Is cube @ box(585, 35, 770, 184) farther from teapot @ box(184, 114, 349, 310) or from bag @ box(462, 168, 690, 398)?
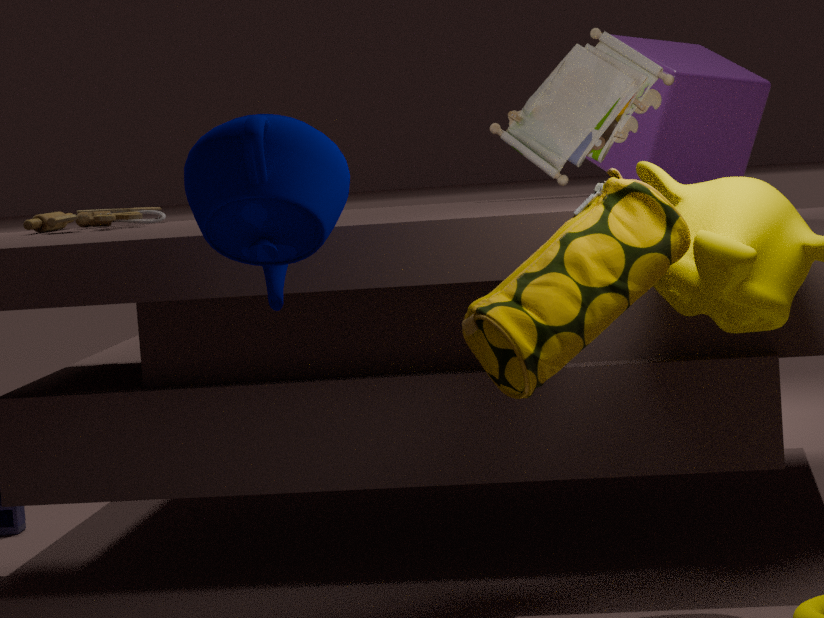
teapot @ box(184, 114, 349, 310)
